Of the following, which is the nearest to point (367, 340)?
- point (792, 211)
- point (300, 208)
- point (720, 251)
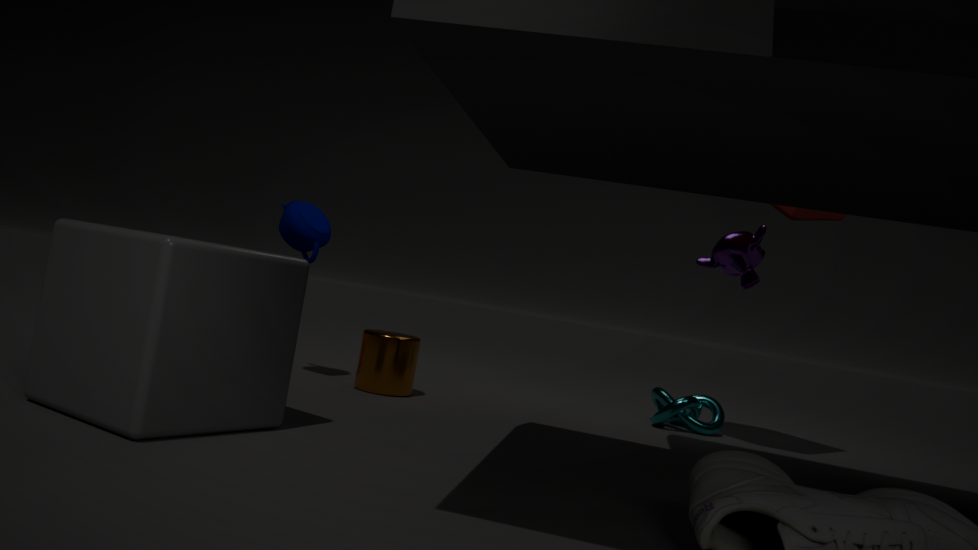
point (300, 208)
